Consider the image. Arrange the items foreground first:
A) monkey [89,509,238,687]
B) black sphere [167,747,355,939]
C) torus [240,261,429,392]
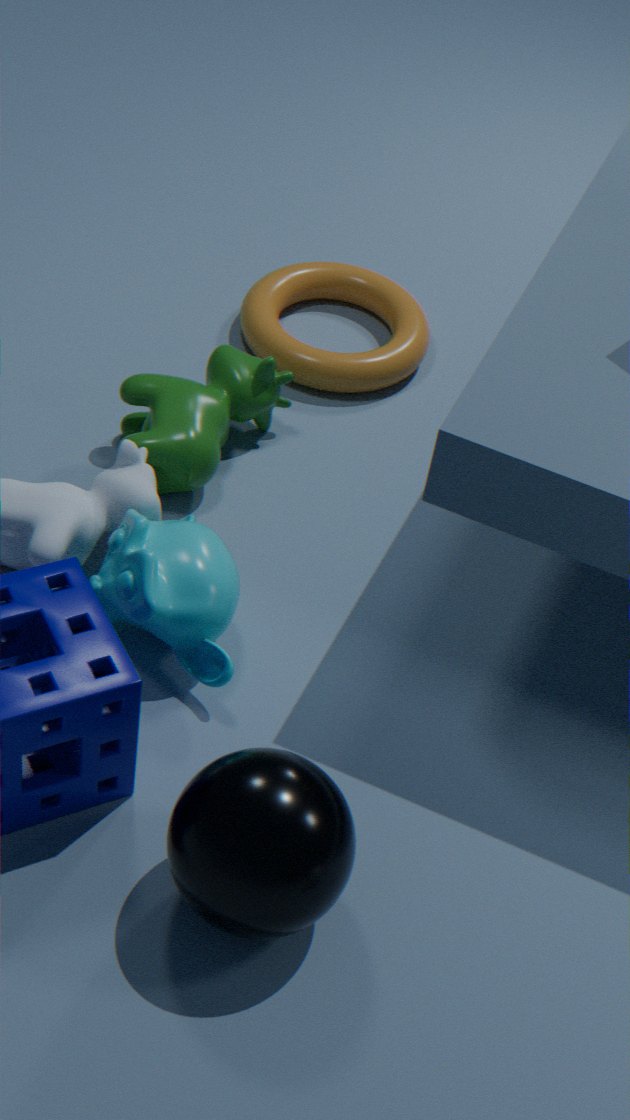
black sphere [167,747,355,939] → monkey [89,509,238,687] → torus [240,261,429,392]
